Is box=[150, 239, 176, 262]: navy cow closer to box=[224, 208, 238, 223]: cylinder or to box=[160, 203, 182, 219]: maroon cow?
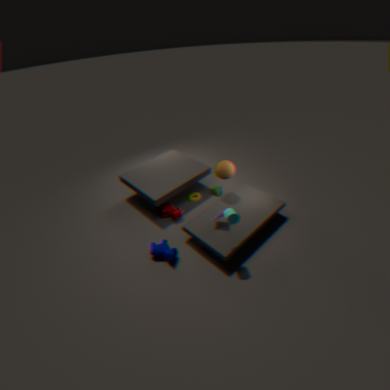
box=[160, 203, 182, 219]: maroon cow
